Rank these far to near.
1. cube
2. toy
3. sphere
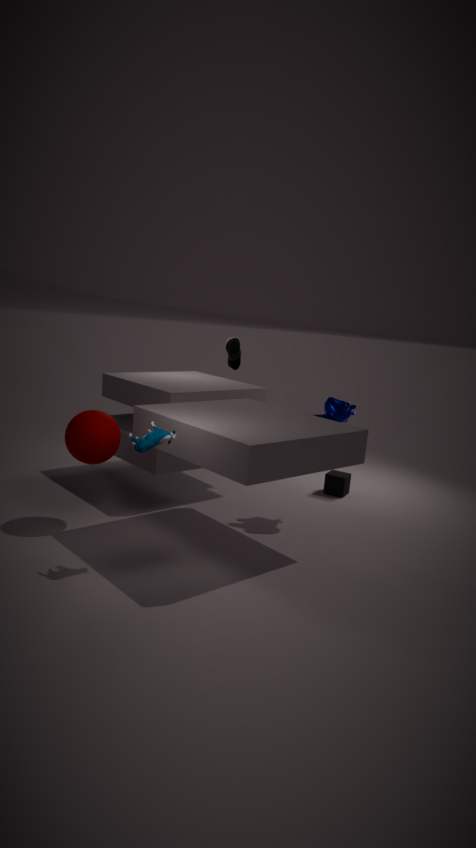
cube → sphere → toy
